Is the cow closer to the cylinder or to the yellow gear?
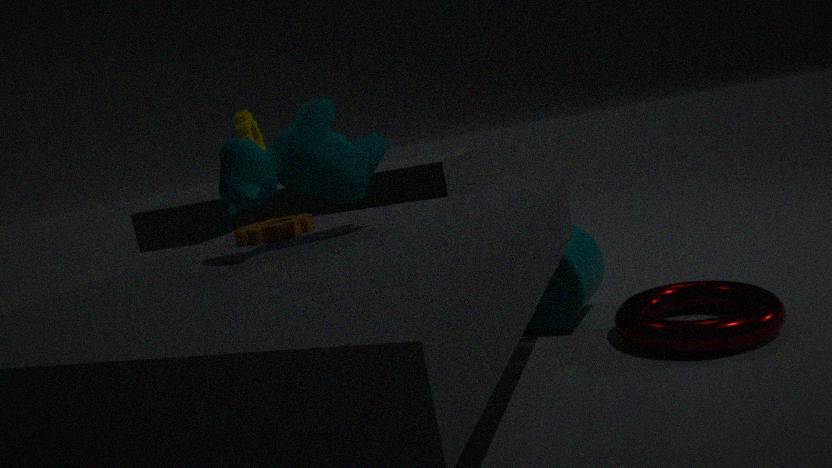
the cylinder
